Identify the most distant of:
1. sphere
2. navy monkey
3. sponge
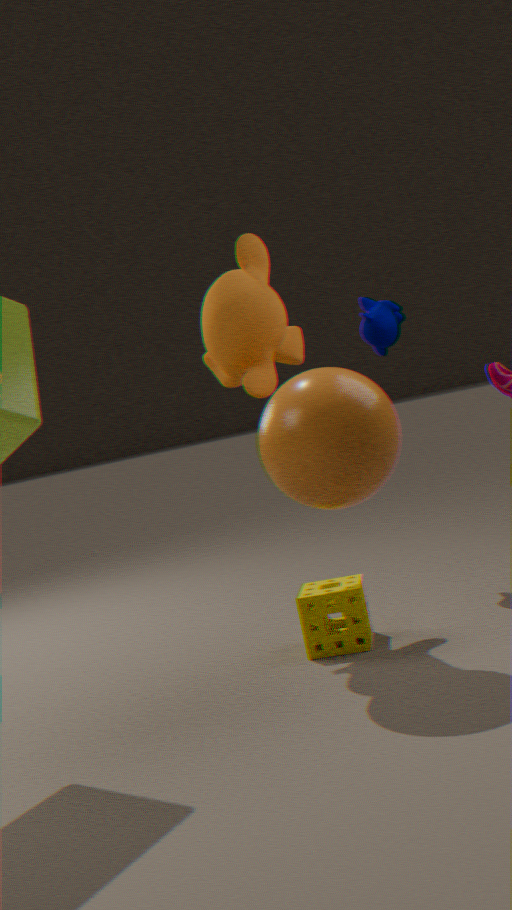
navy monkey
